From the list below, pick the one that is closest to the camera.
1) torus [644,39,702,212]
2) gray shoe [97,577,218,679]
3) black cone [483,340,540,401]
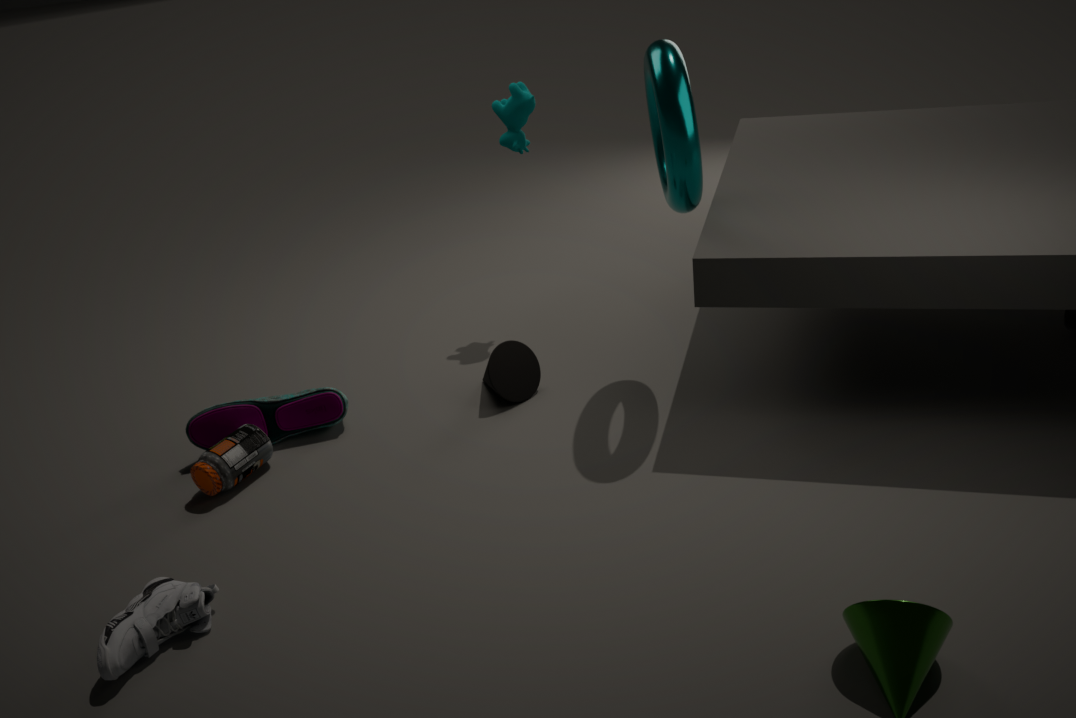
2. gray shoe [97,577,218,679]
